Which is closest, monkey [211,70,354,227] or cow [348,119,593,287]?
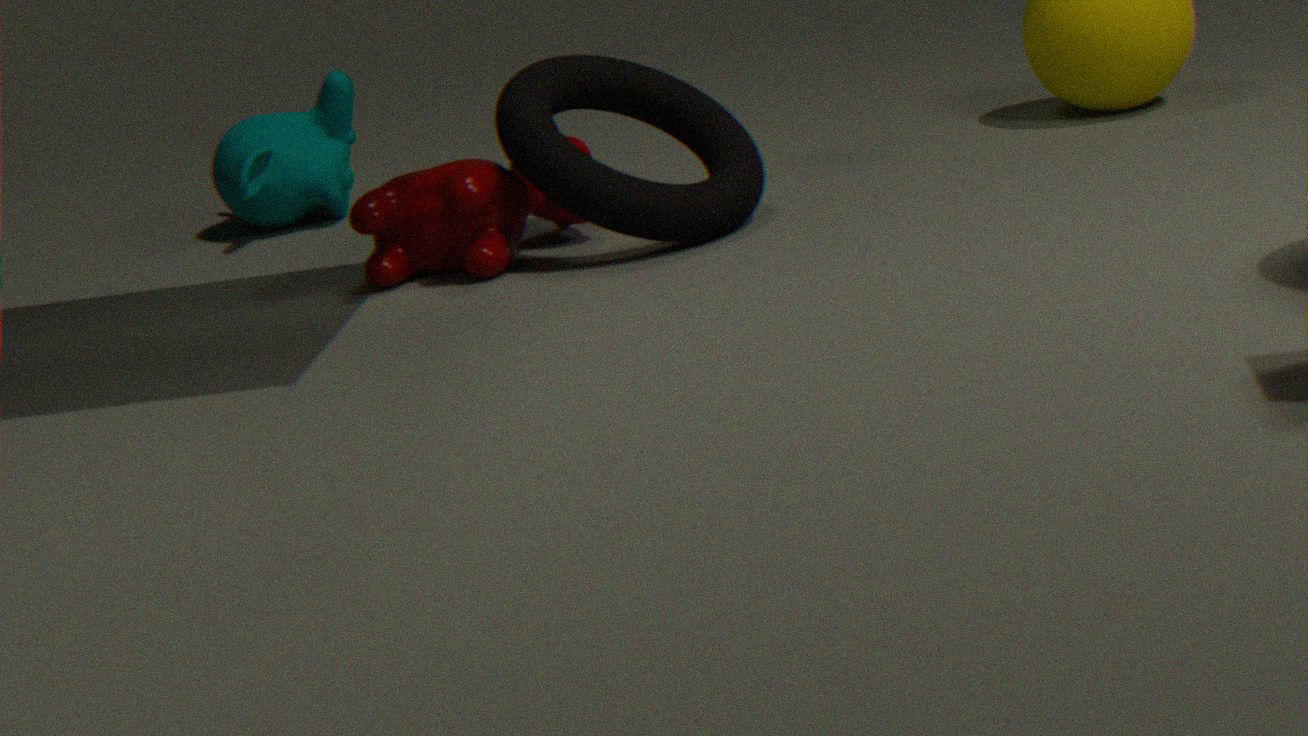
cow [348,119,593,287]
